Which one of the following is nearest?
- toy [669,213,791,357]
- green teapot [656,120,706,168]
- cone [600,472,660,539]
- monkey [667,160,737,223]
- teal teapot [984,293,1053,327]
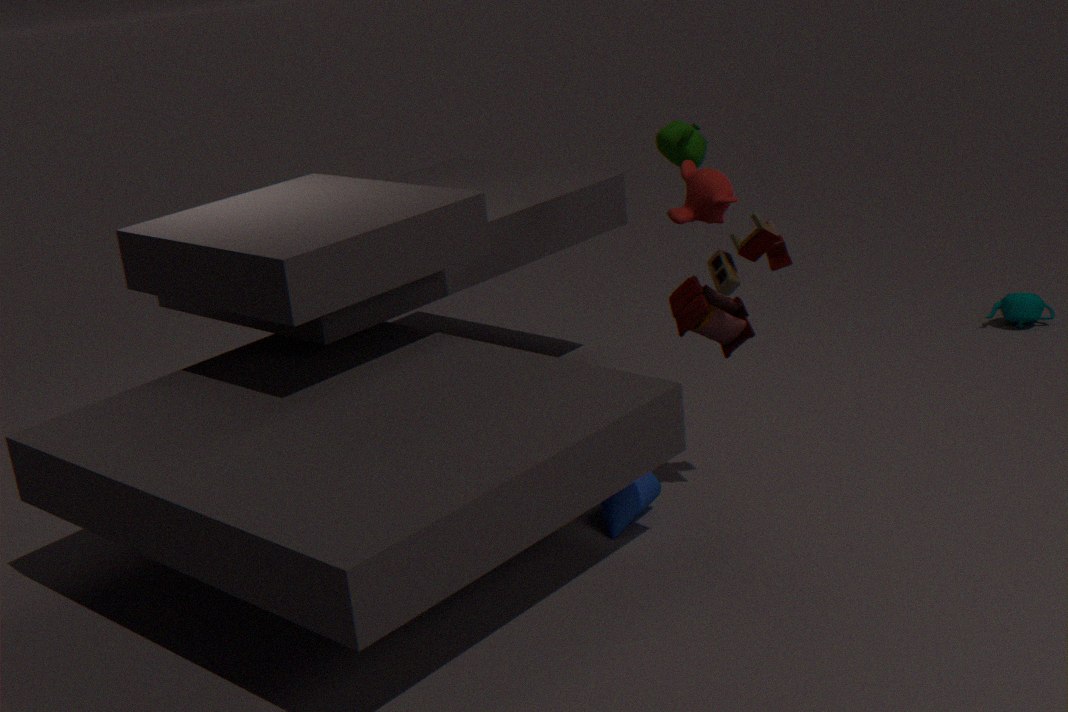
toy [669,213,791,357]
